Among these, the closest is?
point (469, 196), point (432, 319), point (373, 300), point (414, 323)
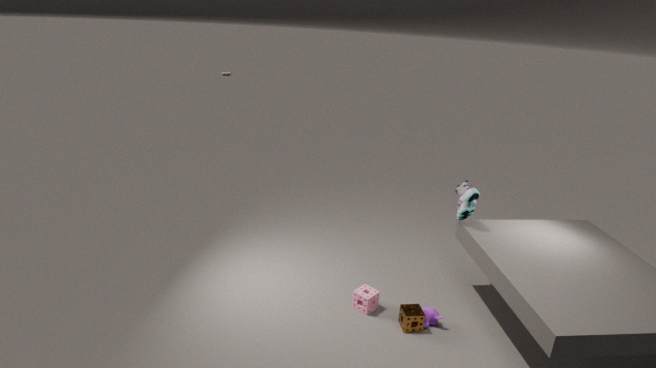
point (414, 323)
